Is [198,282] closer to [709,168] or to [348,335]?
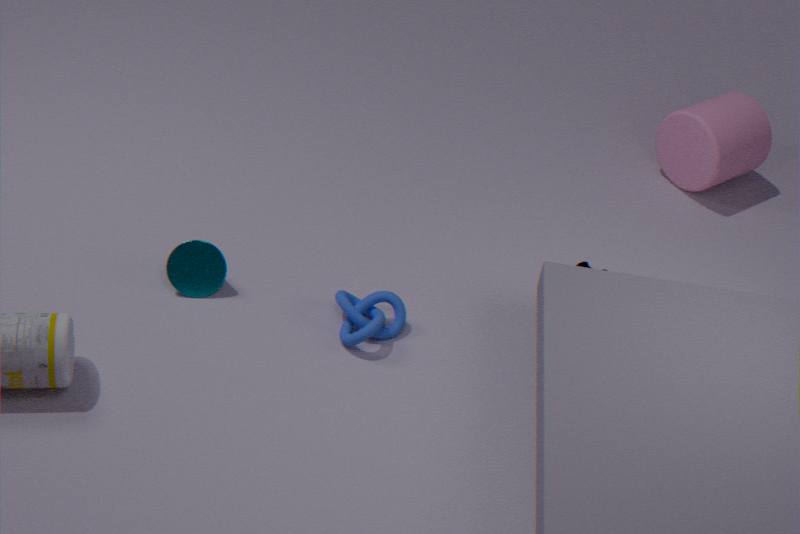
[348,335]
